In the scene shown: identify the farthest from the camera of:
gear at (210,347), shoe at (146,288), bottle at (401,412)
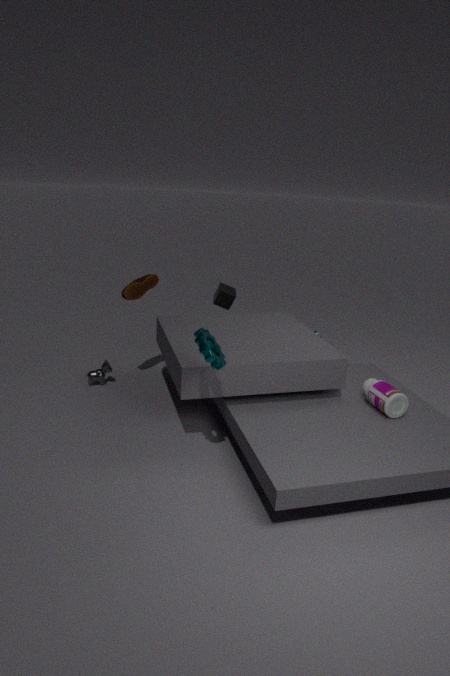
shoe at (146,288)
